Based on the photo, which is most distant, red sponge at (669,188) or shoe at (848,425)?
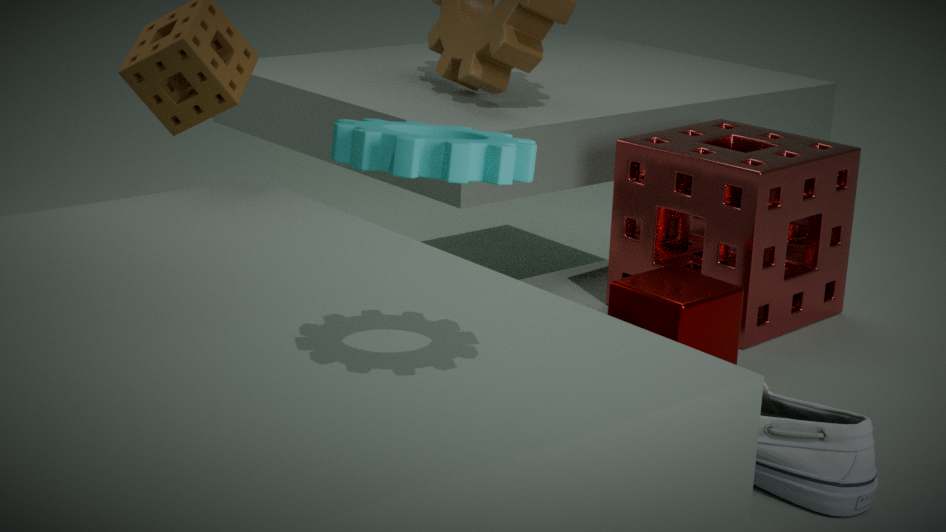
red sponge at (669,188)
